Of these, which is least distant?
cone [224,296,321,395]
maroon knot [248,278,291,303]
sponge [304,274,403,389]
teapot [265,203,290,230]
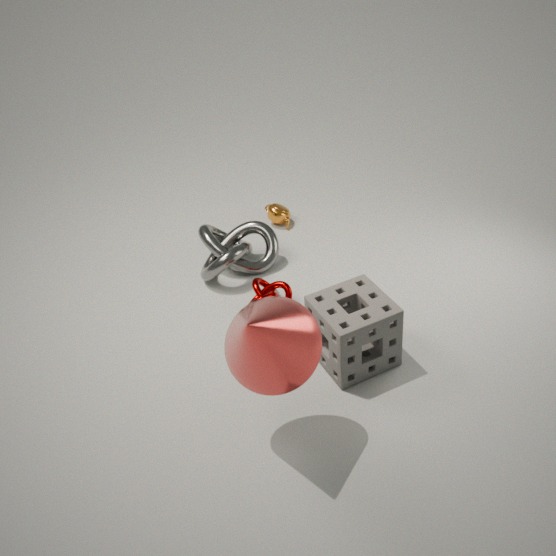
cone [224,296,321,395]
